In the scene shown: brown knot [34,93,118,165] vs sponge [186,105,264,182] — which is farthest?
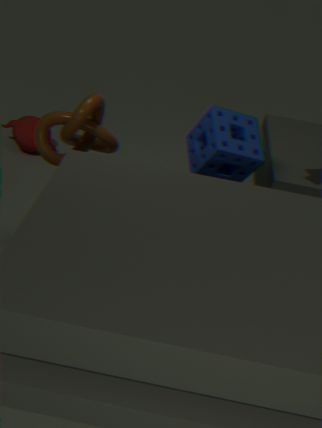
sponge [186,105,264,182]
